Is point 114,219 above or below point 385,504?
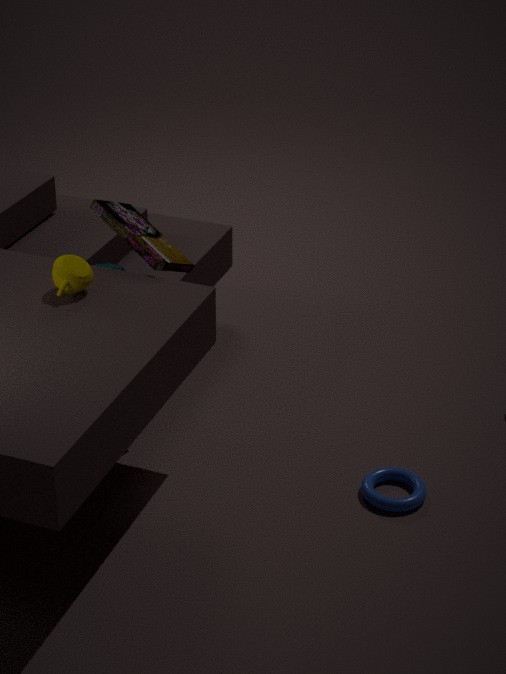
above
